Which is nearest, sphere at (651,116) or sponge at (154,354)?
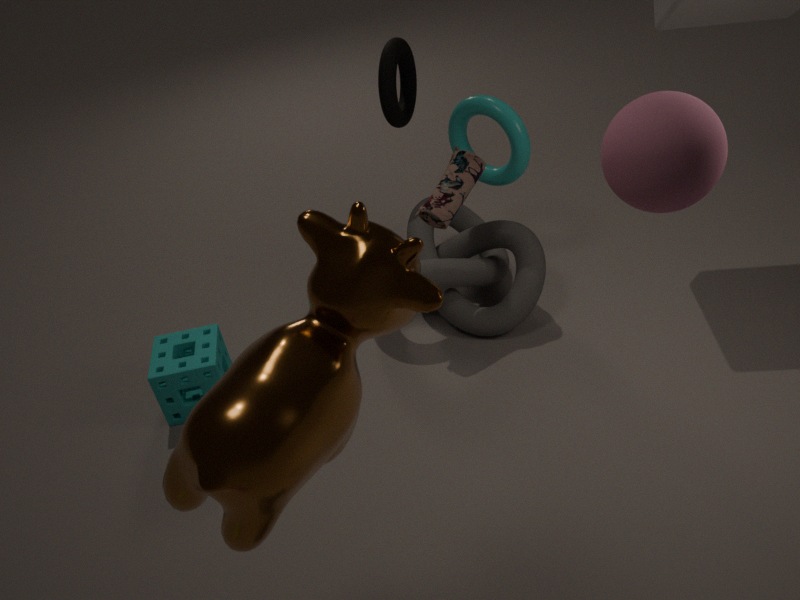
sphere at (651,116)
